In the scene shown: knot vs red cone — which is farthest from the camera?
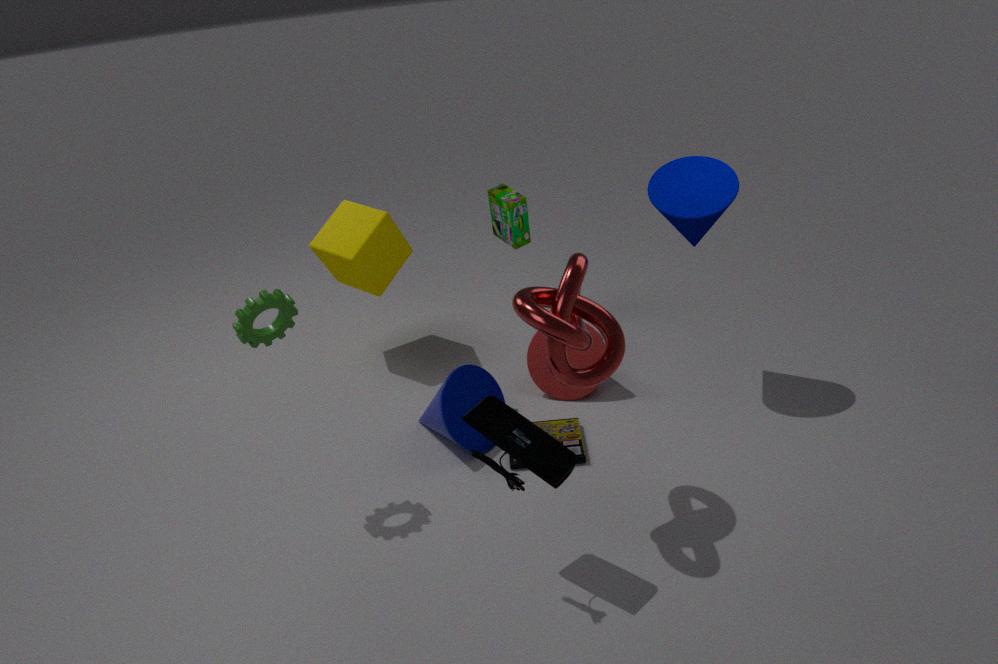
red cone
